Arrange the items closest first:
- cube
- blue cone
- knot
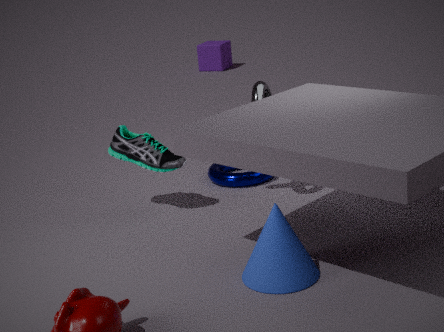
1. blue cone
2. knot
3. cube
